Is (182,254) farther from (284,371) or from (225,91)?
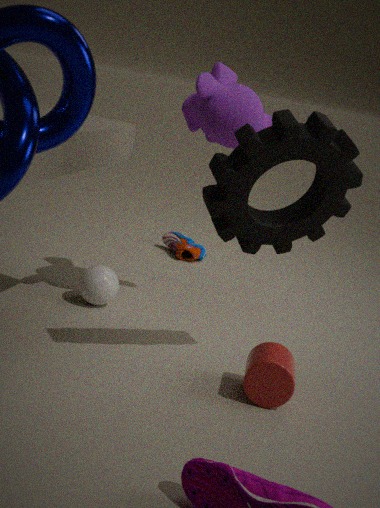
(284,371)
